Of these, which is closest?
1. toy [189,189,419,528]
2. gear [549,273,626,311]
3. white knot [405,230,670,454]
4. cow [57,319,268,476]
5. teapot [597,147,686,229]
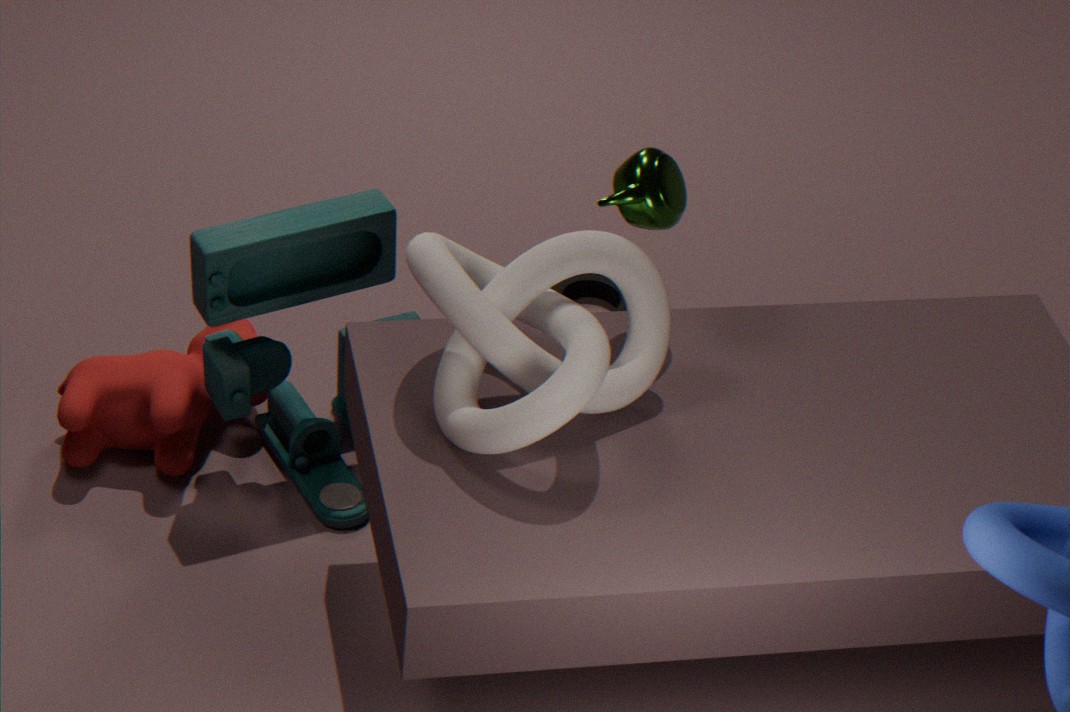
white knot [405,230,670,454]
